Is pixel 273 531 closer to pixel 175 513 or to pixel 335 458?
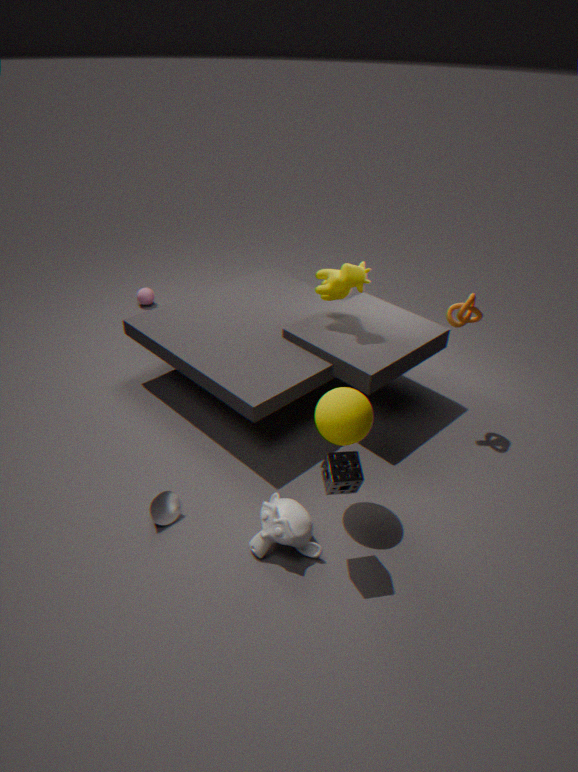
pixel 335 458
